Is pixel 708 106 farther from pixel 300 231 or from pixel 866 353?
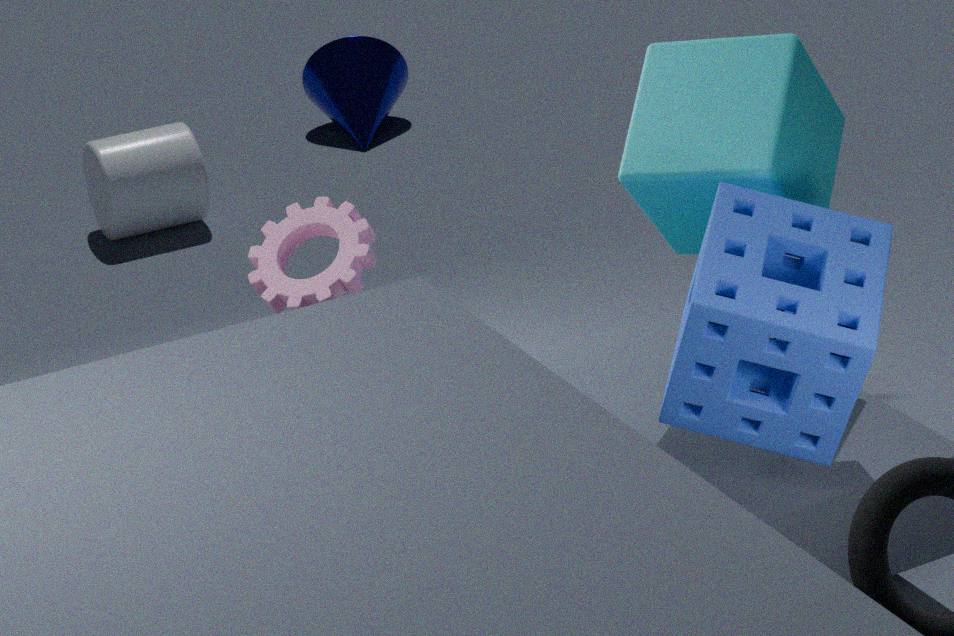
pixel 300 231
